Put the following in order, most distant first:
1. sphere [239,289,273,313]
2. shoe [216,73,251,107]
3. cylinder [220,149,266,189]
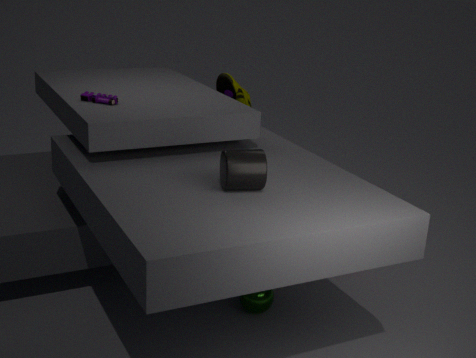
shoe [216,73,251,107] → sphere [239,289,273,313] → cylinder [220,149,266,189]
